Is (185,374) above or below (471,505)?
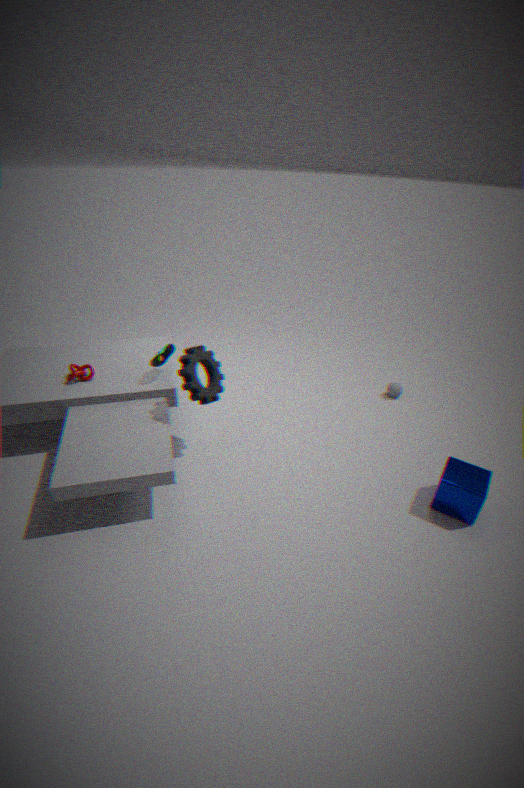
above
